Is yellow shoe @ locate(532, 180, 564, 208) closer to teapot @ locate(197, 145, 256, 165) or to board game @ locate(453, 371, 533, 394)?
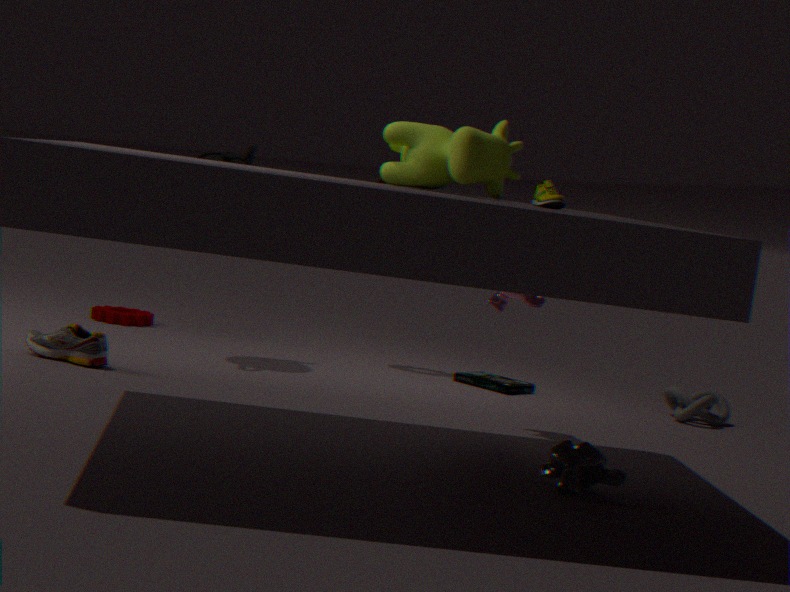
board game @ locate(453, 371, 533, 394)
